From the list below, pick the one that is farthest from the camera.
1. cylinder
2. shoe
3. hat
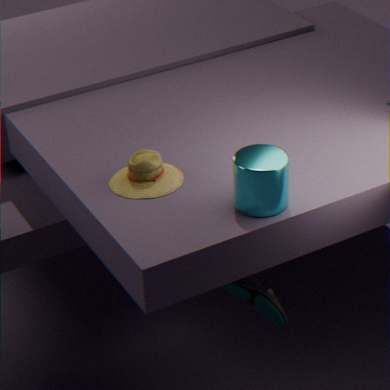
shoe
